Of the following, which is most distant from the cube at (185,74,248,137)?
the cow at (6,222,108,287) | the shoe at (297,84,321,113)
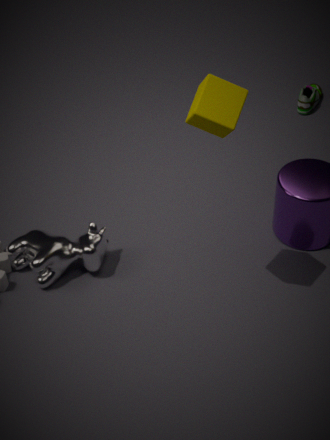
the shoe at (297,84,321,113)
